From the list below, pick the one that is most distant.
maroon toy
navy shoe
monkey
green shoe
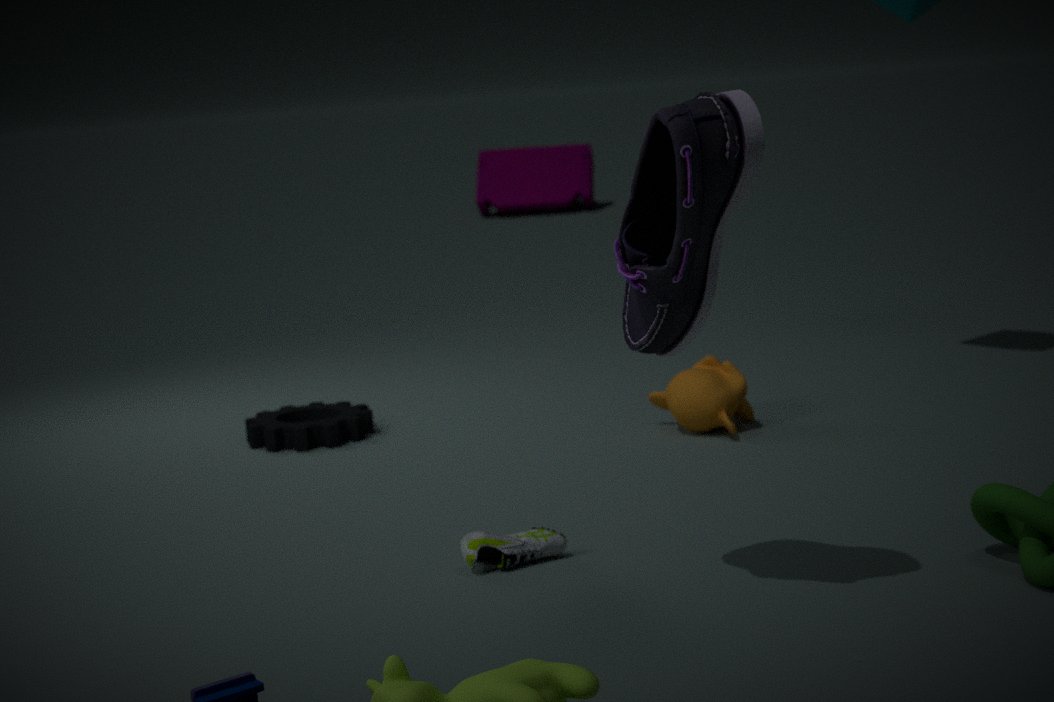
maroon toy
